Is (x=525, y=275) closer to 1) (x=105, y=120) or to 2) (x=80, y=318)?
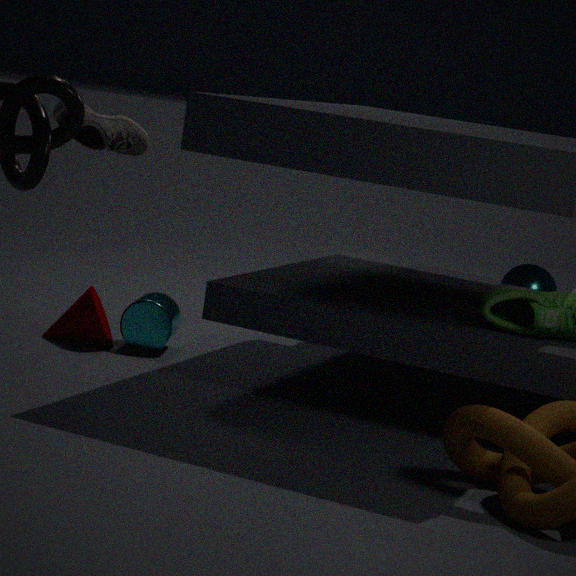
2) (x=80, y=318)
